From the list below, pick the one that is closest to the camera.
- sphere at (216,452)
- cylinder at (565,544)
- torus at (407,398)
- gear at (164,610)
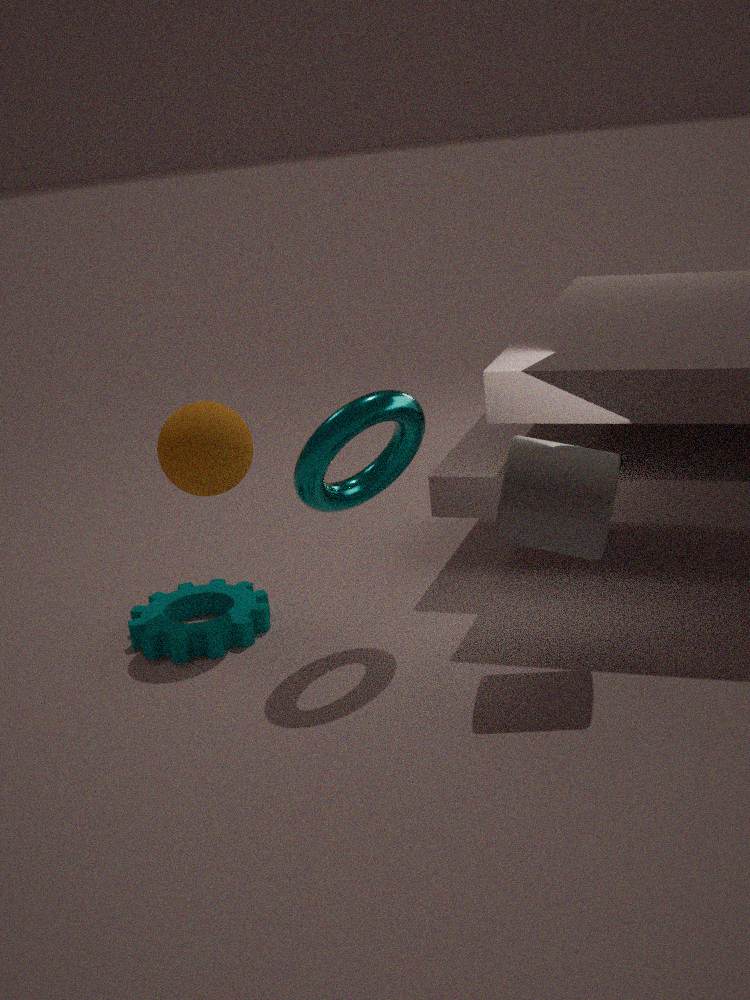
cylinder at (565,544)
